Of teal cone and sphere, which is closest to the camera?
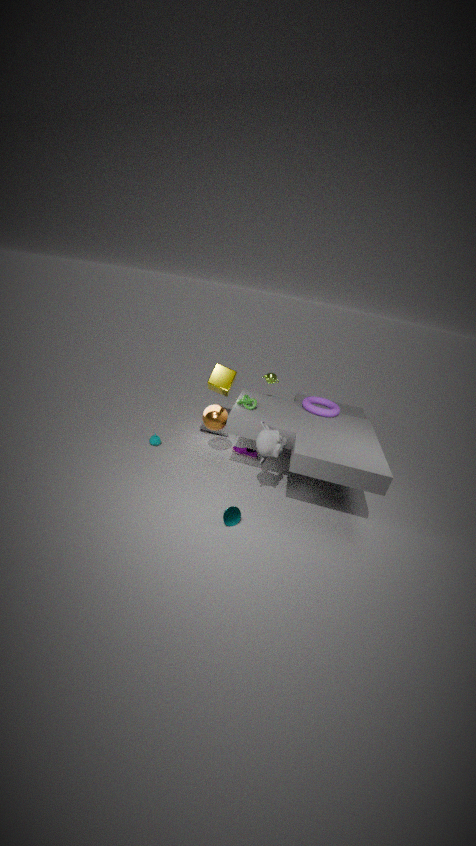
teal cone
